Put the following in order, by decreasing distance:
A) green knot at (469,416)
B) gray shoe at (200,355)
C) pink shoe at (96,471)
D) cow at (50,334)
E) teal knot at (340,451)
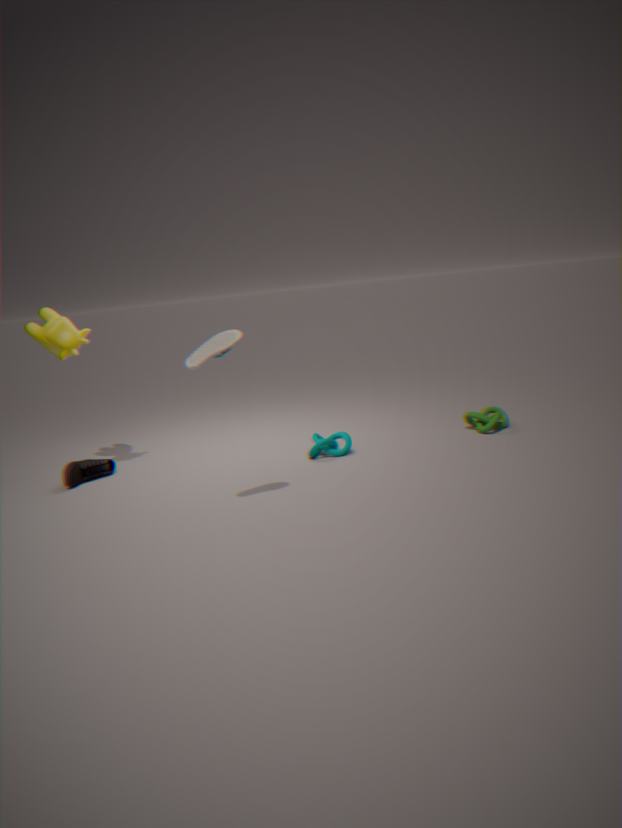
green knot at (469,416) → teal knot at (340,451) → pink shoe at (96,471) → cow at (50,334) → gray shoe at (200,355)
